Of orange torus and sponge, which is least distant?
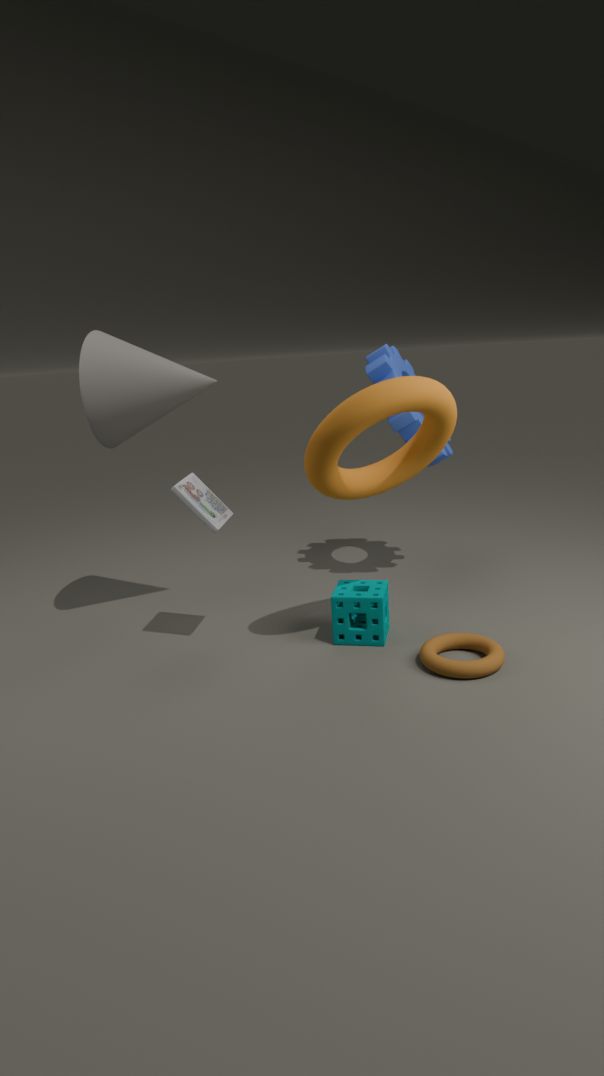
orange torus
